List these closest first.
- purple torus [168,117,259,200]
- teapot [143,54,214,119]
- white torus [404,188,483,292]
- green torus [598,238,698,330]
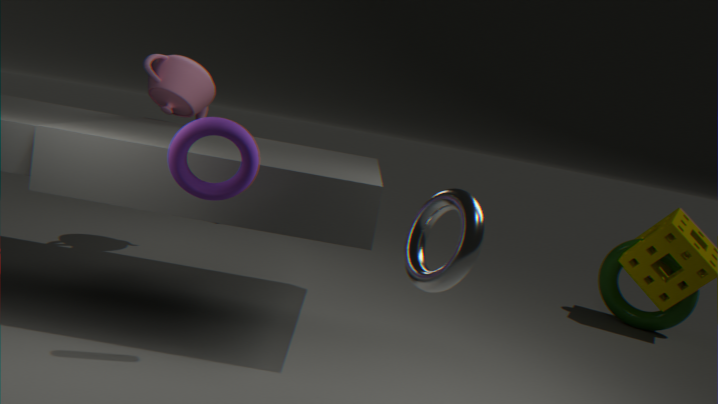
white torus [404,188,483,292] < purple torus [168,117,259,200] < teapot [143,54,214,119] < green torus [598,238,698,330]
